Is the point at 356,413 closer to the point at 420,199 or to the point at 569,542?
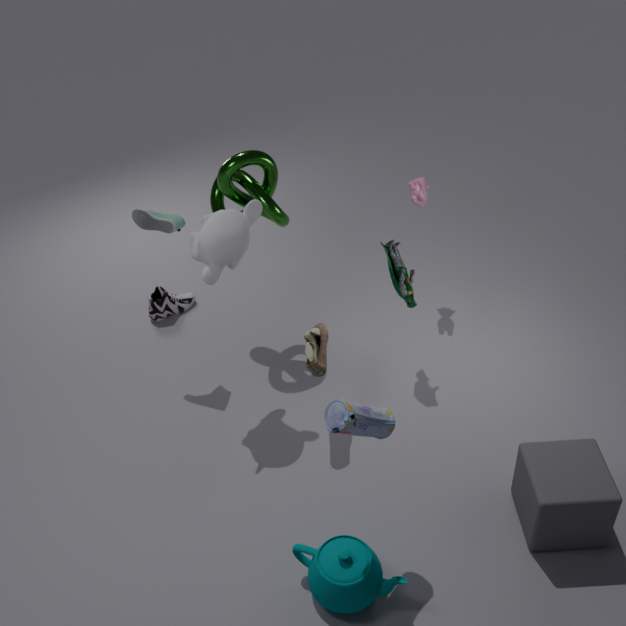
the point at 569,542
